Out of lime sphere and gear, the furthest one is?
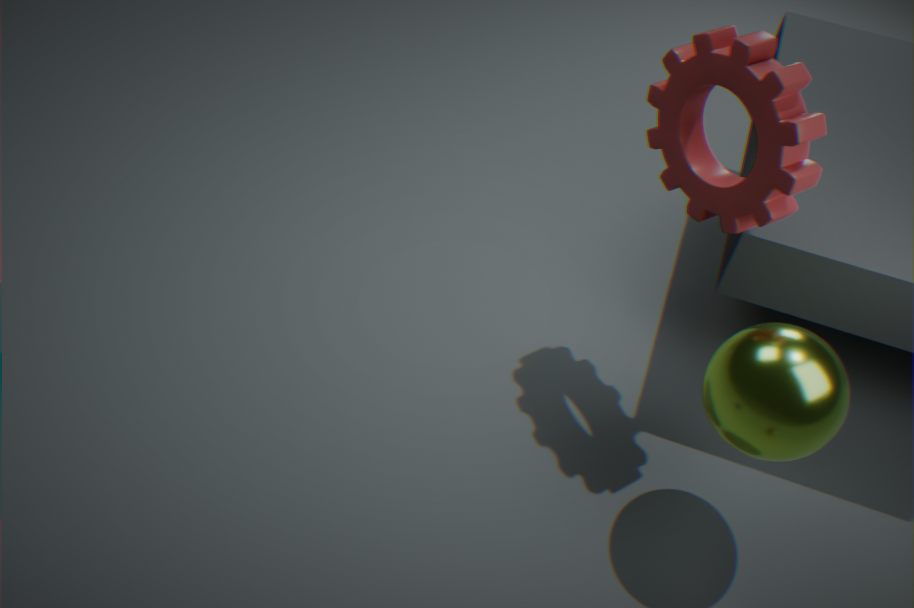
gear
